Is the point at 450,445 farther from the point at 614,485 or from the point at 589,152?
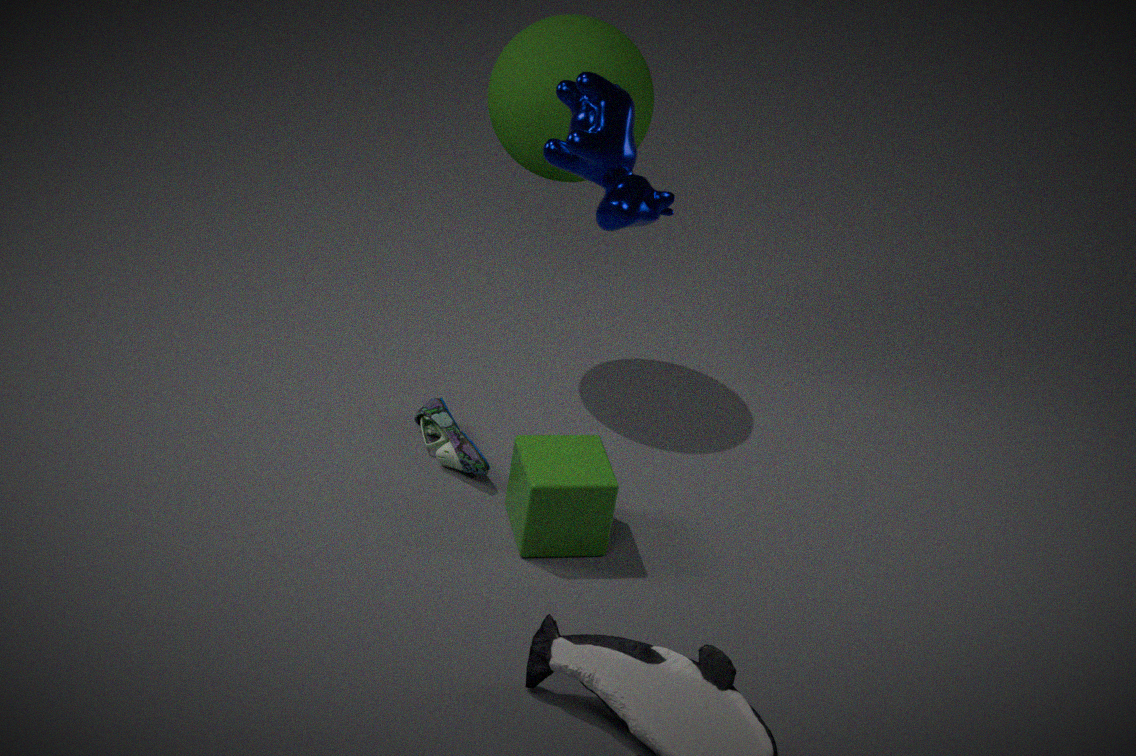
the point at 589,152
